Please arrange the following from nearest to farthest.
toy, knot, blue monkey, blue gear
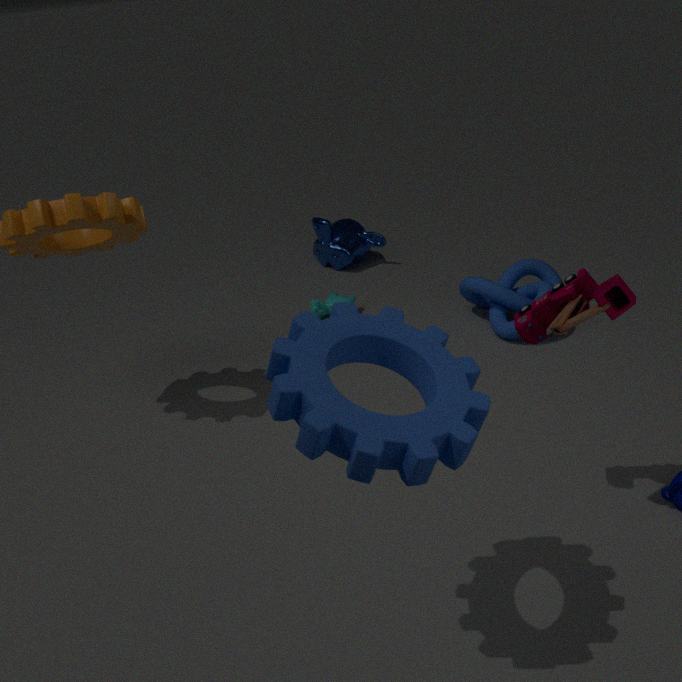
blue gear → toy → knot → blue monkey
